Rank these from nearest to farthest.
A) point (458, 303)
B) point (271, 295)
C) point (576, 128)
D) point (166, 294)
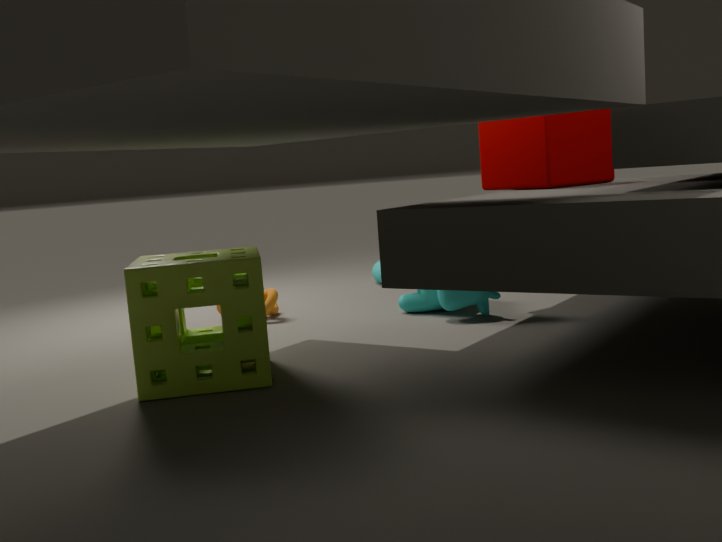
point (166, 294) → point (576, 128) → point (458, 303) → point (271, 295)
